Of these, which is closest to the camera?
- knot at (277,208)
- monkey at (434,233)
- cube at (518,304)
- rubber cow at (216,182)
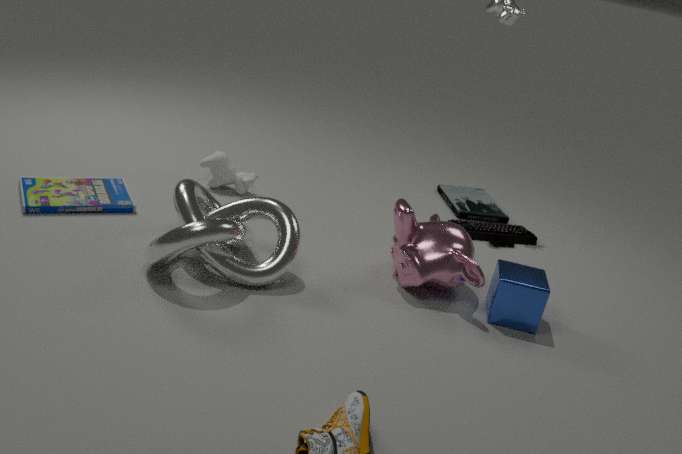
knot at (277,208)
